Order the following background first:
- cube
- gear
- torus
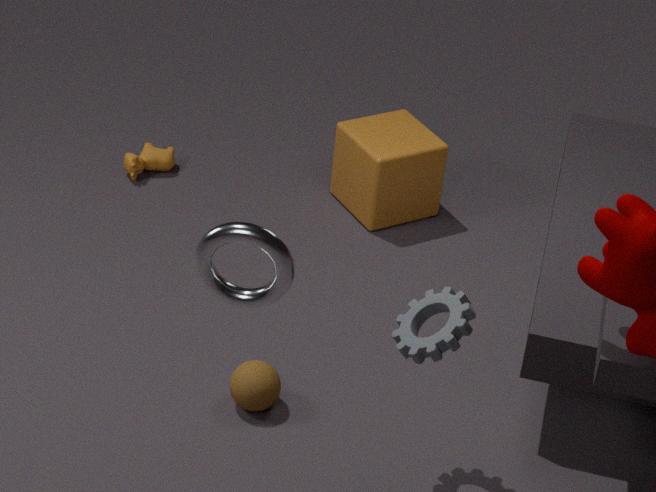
cube → gear → torus
